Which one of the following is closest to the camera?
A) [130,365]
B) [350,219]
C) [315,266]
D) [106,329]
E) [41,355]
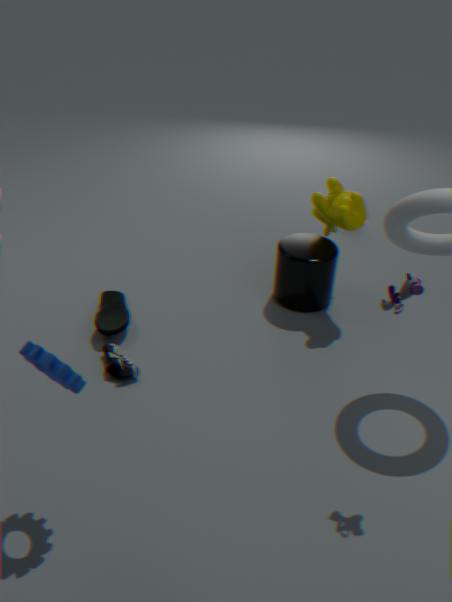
[41,355]
